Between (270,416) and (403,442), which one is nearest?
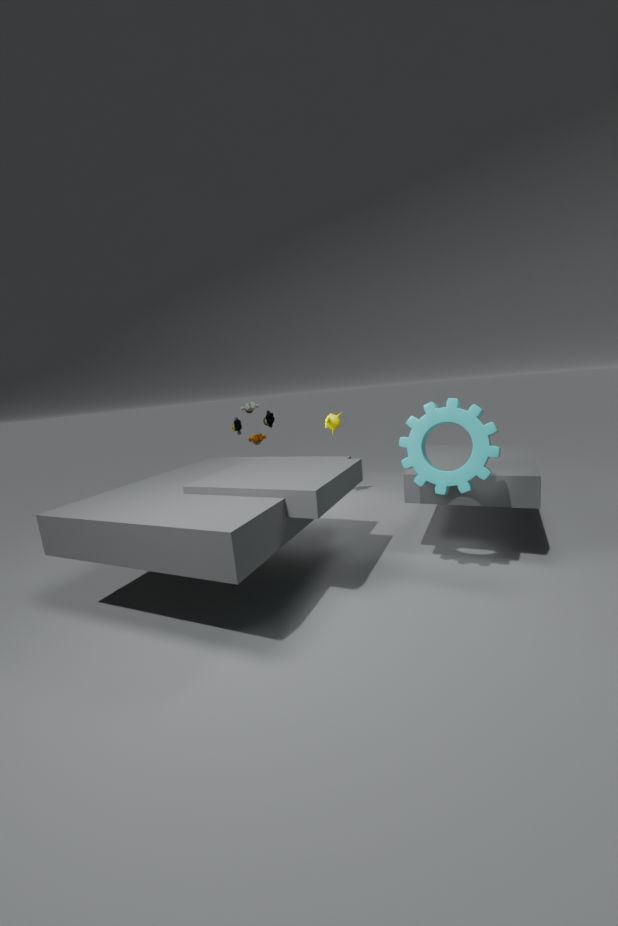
(403,442)
